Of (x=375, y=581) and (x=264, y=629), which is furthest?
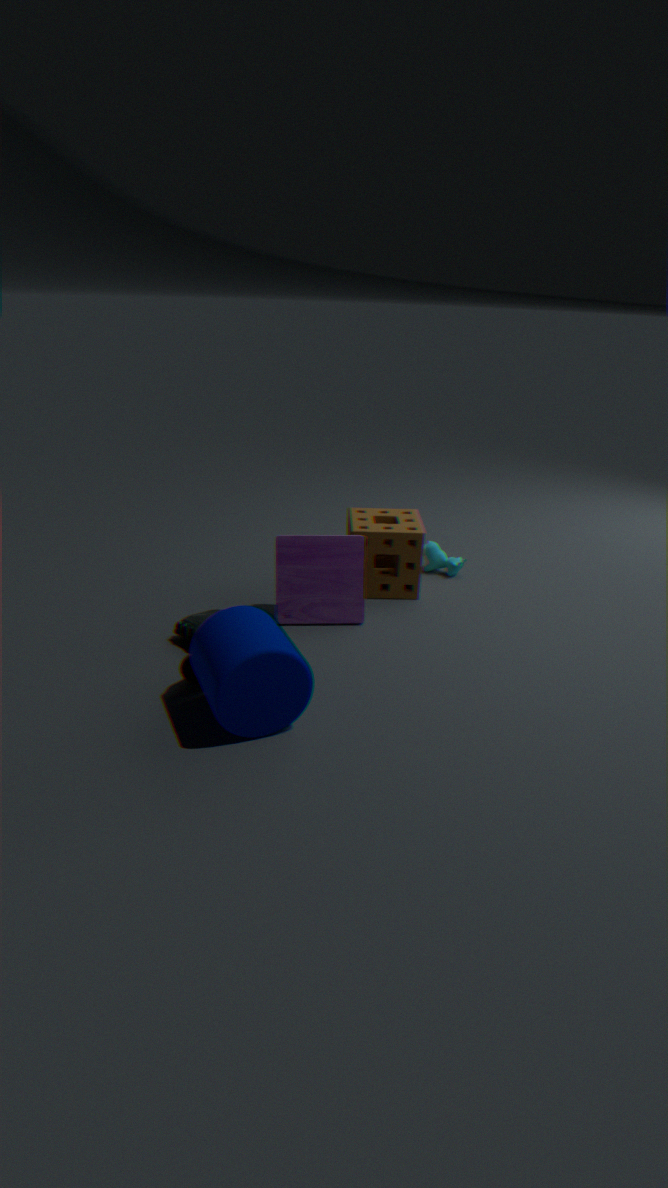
(x=375, y=581)
